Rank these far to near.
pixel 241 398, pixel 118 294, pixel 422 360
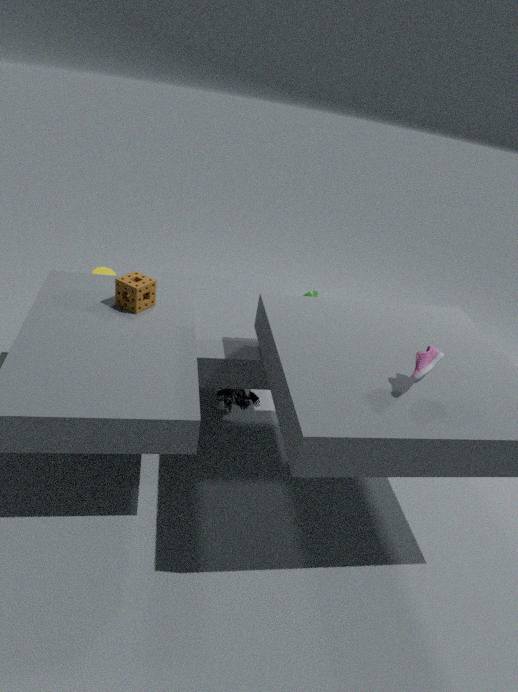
pixel 241 398 < pixel 118 294 < pixel 422 360
